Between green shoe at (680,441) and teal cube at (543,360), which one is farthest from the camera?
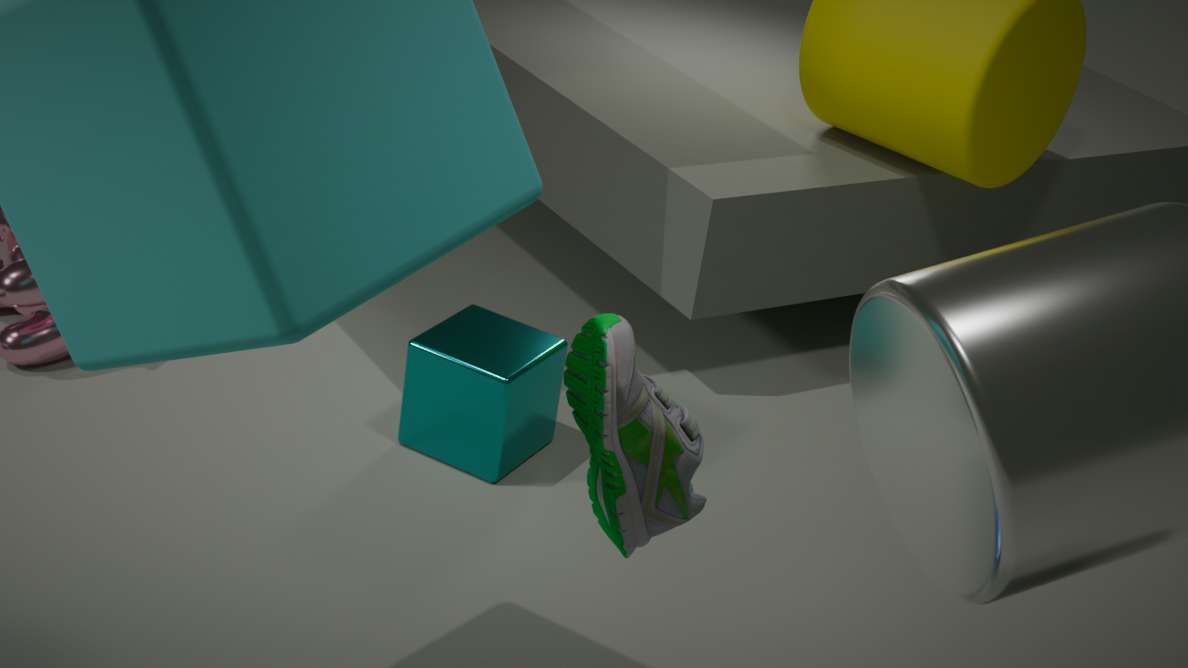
teal cube at (543,360)
